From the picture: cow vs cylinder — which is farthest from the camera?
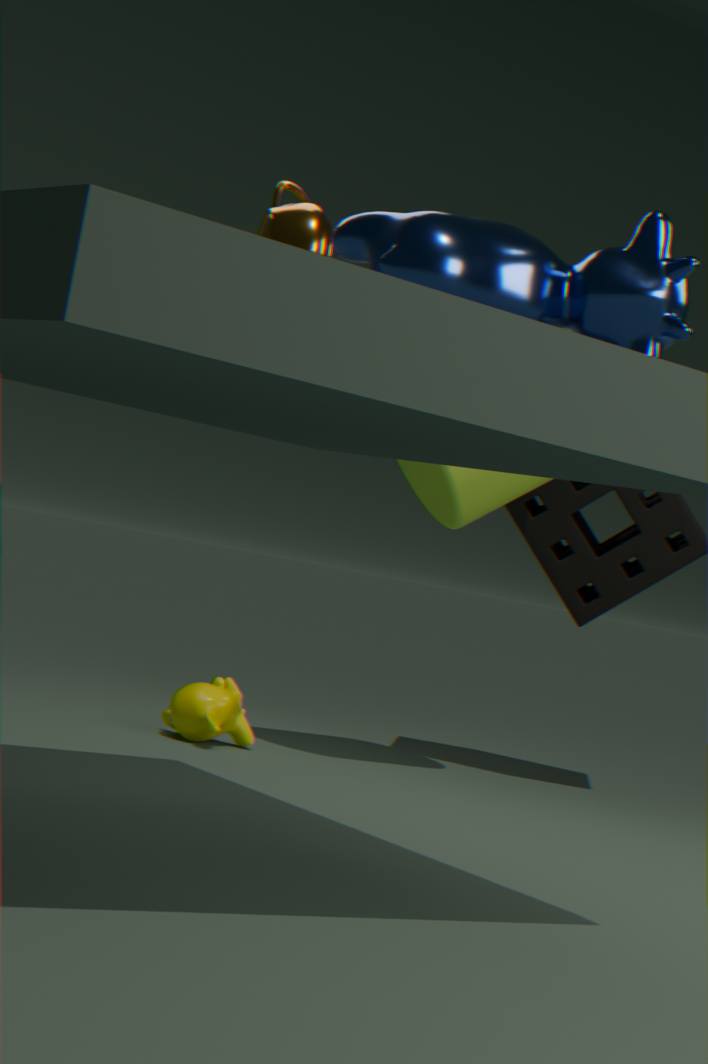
cylinder
